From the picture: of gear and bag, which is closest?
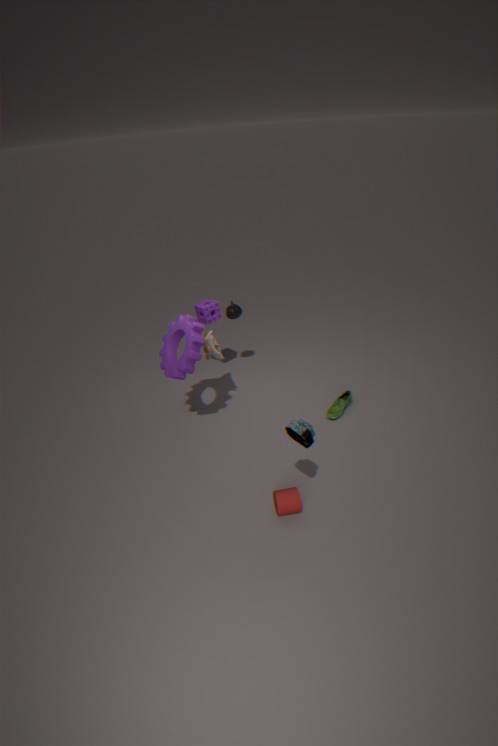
bag
